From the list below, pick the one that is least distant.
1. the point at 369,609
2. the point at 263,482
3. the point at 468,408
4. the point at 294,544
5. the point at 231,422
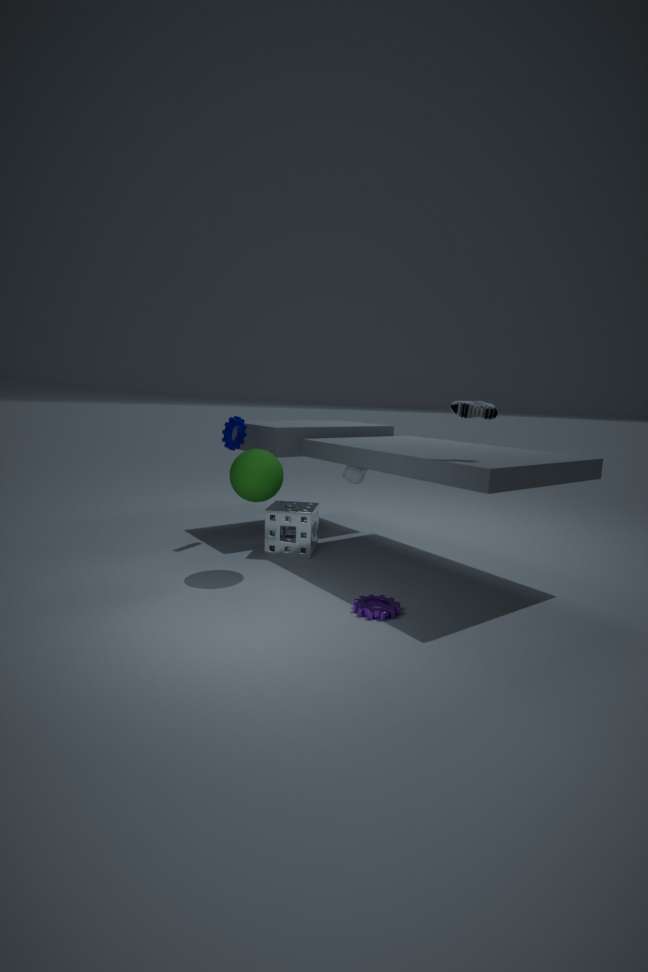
the point at 369,609
